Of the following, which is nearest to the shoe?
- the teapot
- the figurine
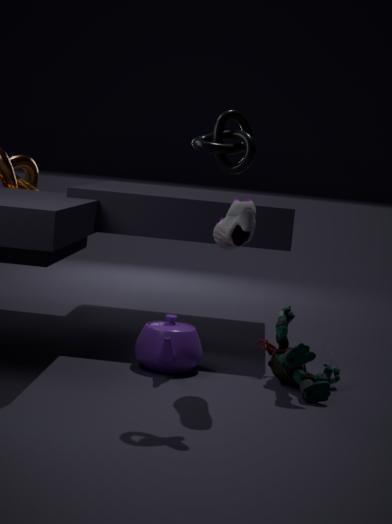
the figurine
